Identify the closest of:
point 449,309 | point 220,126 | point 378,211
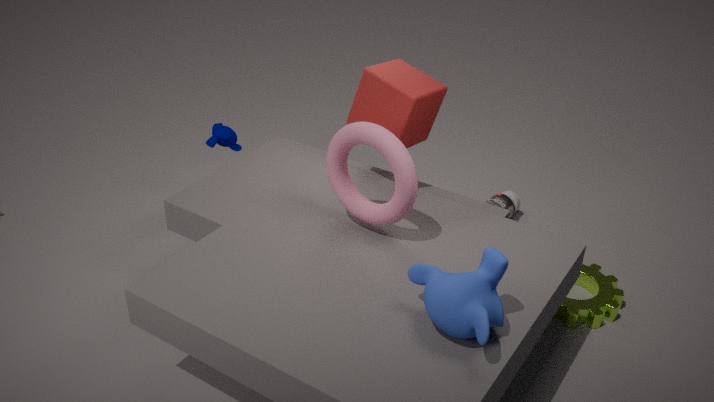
point 449,309
